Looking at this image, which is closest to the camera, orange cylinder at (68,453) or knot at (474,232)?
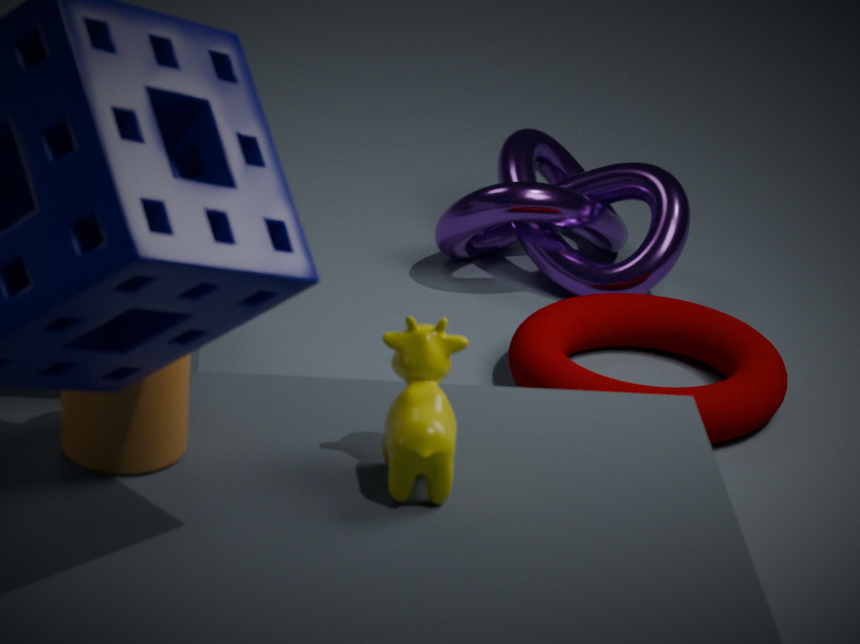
orange cylinder at (68,453)
